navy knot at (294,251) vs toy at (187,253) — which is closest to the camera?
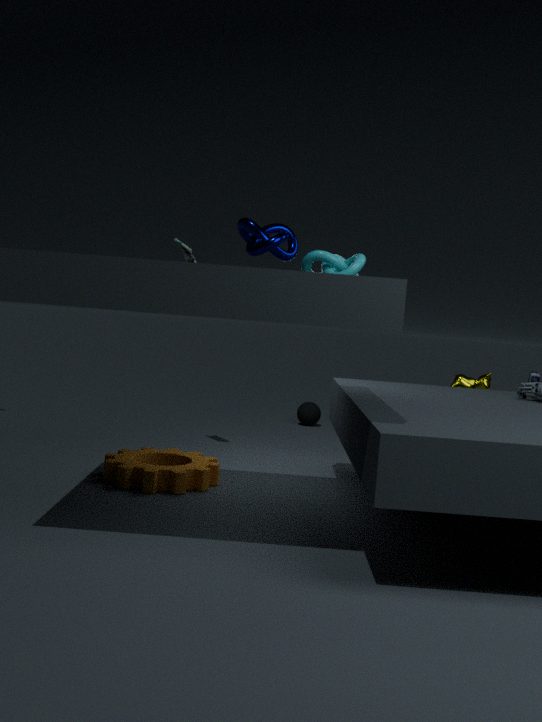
navy knot at (294,251)
